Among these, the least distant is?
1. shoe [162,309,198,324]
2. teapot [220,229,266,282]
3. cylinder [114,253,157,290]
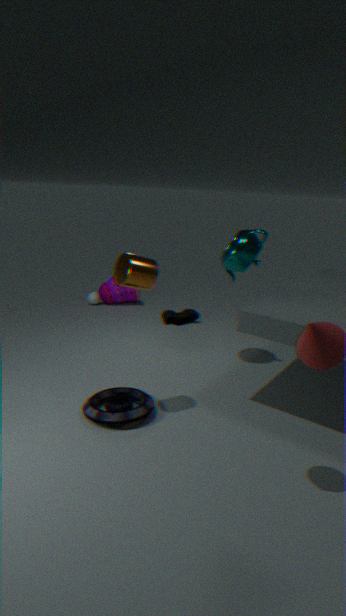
cylinder [114,253,157,290]
